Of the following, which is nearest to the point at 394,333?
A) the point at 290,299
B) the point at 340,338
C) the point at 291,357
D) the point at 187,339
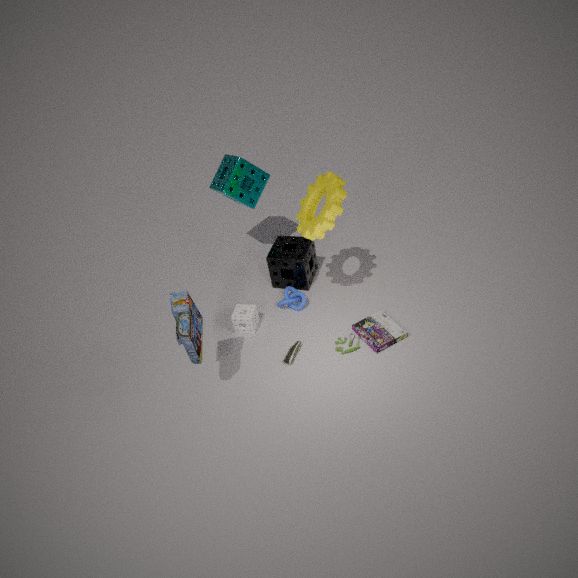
the point at 340,338
